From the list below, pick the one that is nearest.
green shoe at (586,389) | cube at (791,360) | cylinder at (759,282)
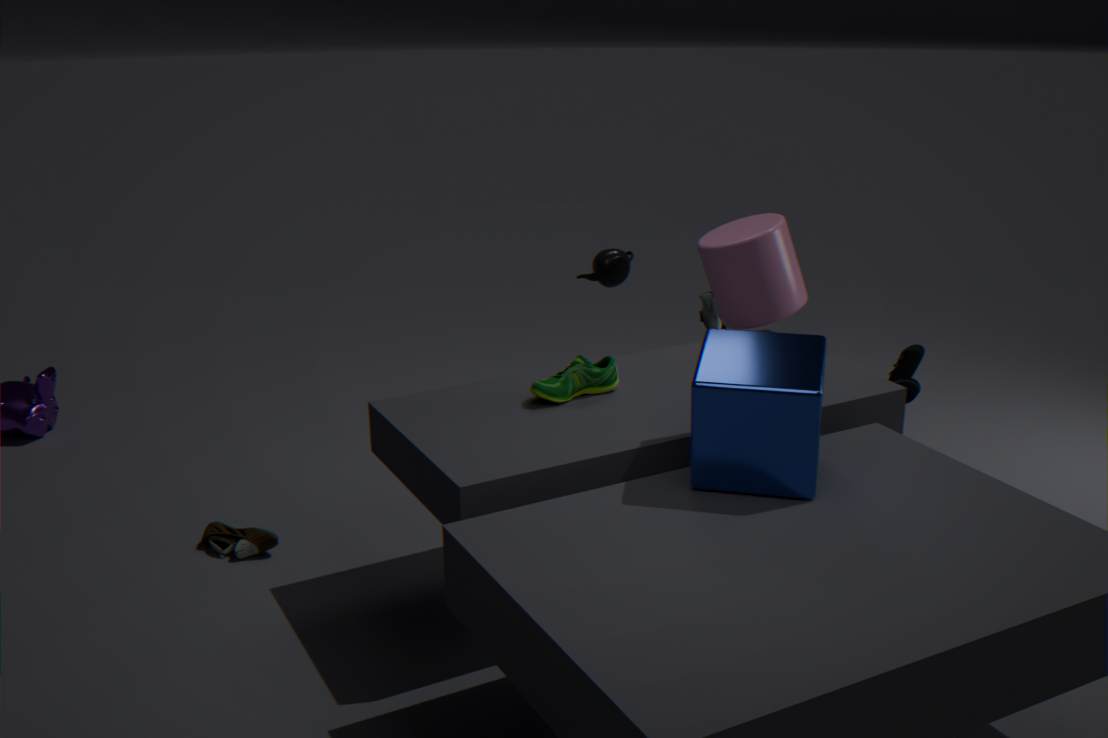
cube at (791,360)
